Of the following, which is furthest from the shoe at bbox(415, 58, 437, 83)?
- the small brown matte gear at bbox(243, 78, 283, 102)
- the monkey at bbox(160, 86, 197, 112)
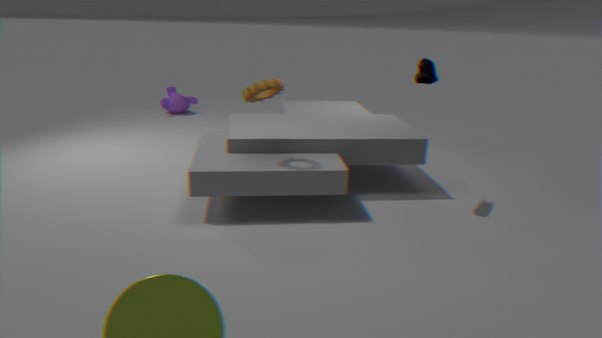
the monkey at bbox(160, 86, 197, 112)
